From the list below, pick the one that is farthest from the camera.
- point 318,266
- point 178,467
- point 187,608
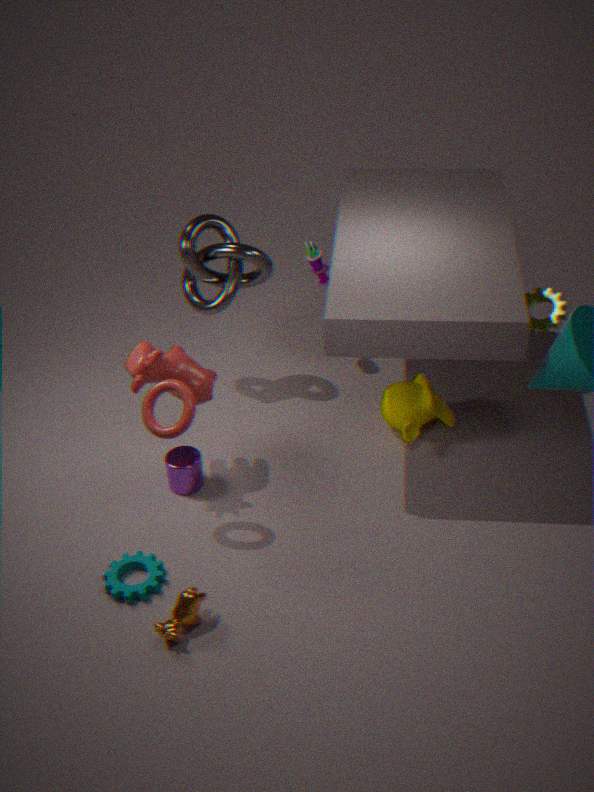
point 318,266
